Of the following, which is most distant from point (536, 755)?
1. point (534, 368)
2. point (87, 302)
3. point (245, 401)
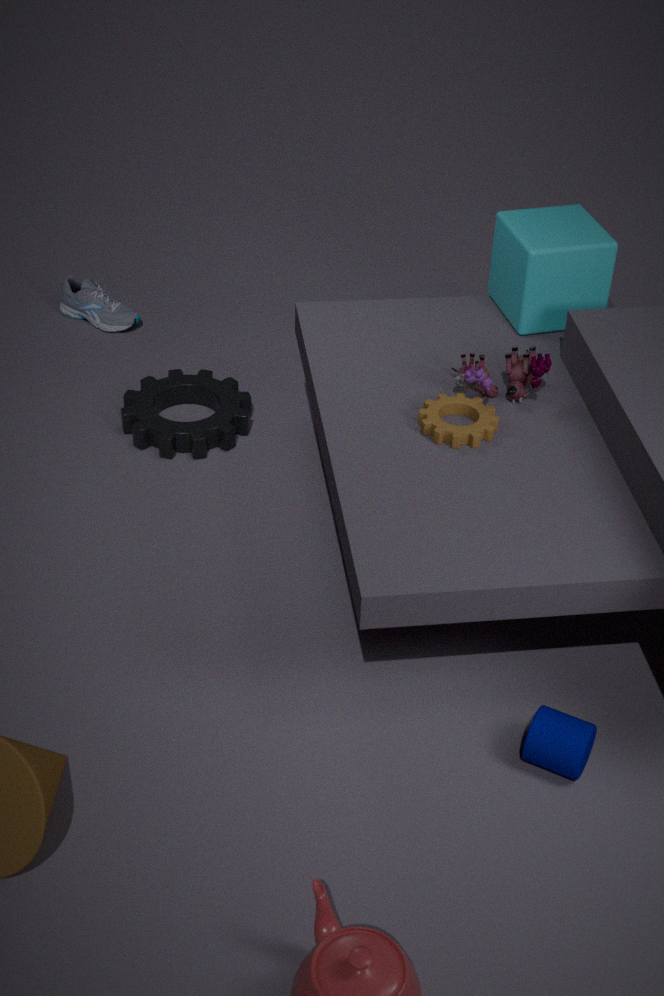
point (87, 302)
